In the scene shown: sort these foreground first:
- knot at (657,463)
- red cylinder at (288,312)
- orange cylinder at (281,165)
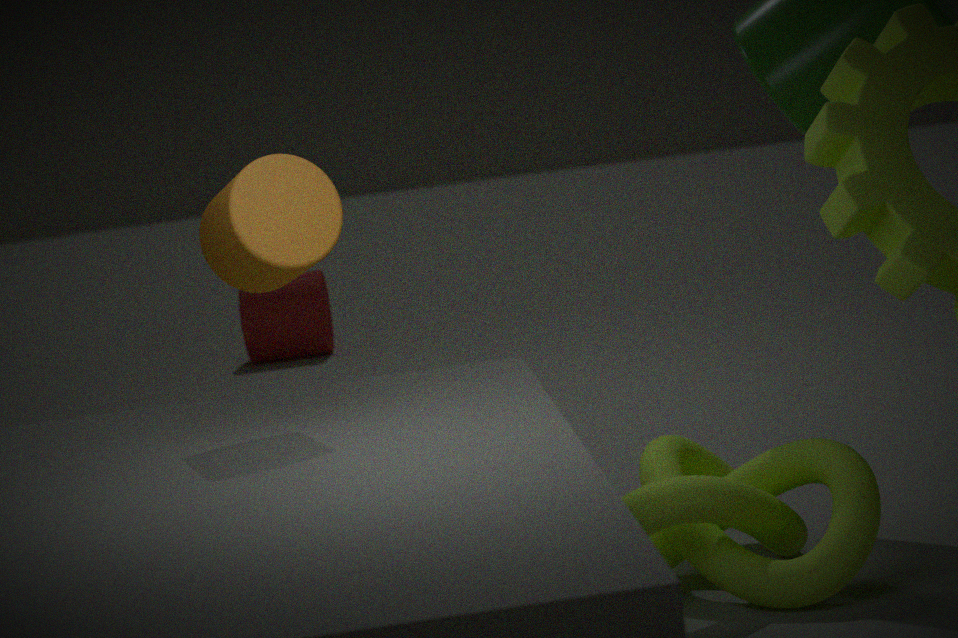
1. orange cylinder at (281,165)
2. knot at (657,463)
3. red cylinder at (288,312)
